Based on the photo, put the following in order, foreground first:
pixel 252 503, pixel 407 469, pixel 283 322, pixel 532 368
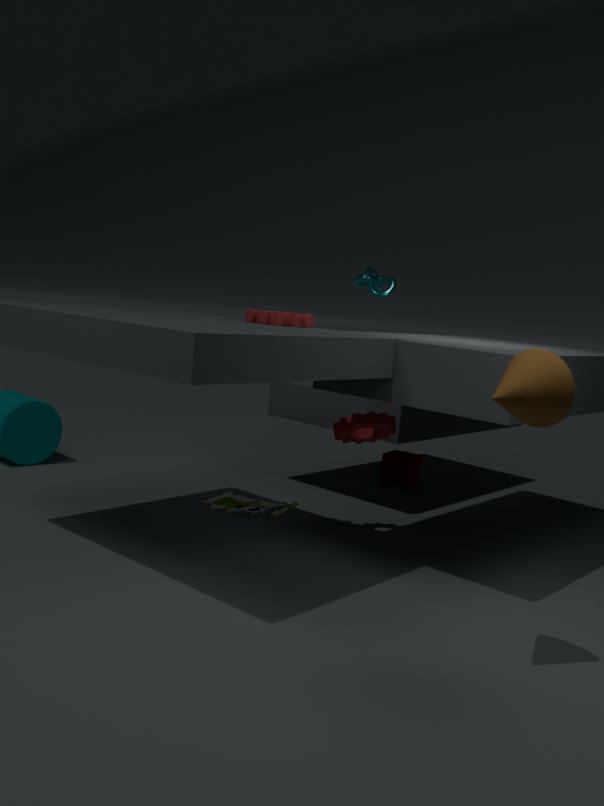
pixel 532 368 < pixel 283 322 < pixel 252 503 < pixel 407 469
